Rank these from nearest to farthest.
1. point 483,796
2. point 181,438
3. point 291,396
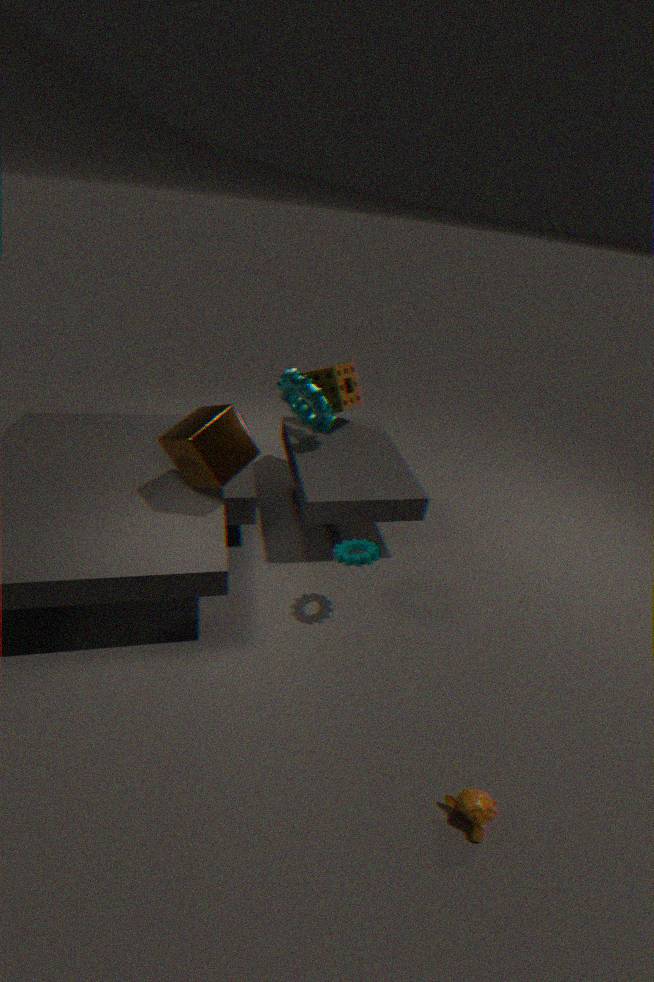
point 483,796, point 181,438, point 291,396
